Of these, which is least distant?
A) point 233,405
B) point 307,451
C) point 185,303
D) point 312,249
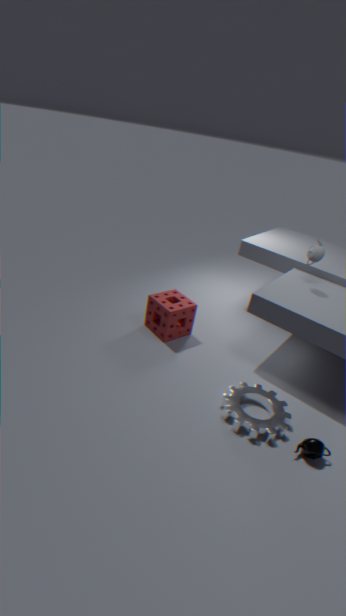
point 307,451
